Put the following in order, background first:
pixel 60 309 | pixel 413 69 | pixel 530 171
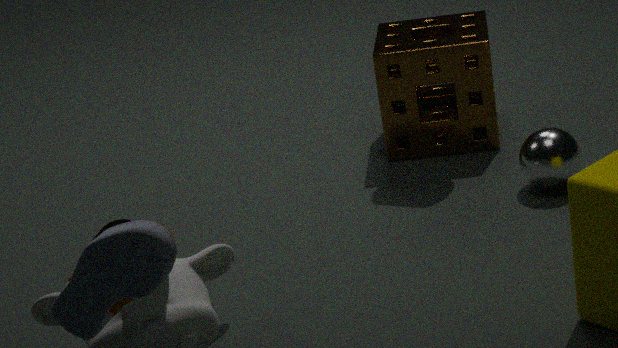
1. pixel 413 69
2. pixel 530 171
3. pixel 60 309
